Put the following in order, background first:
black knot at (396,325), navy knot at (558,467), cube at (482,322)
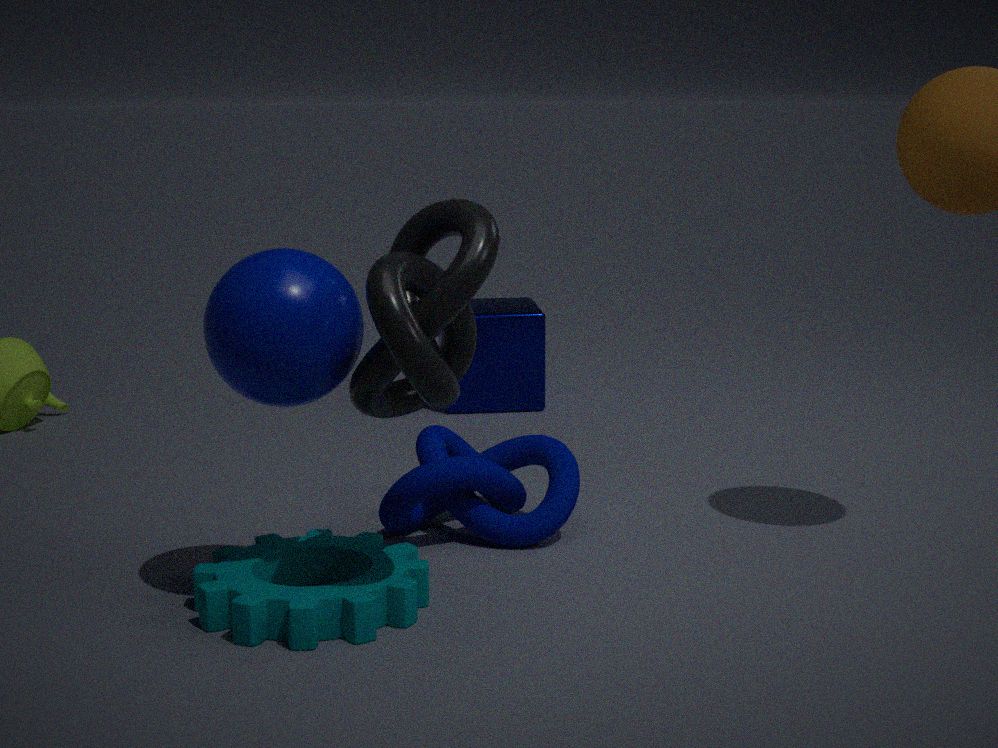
cube at (482,322) < navy knot at (558,467) < black knot at (396,325)
